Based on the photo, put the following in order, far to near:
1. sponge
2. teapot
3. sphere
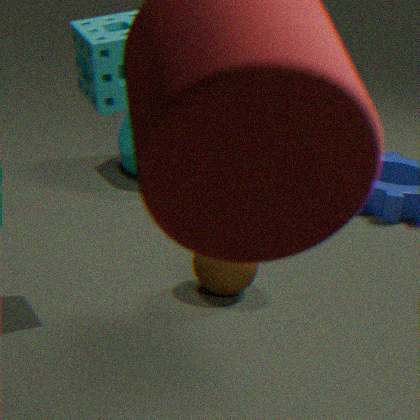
teapot → sphere → sponge
